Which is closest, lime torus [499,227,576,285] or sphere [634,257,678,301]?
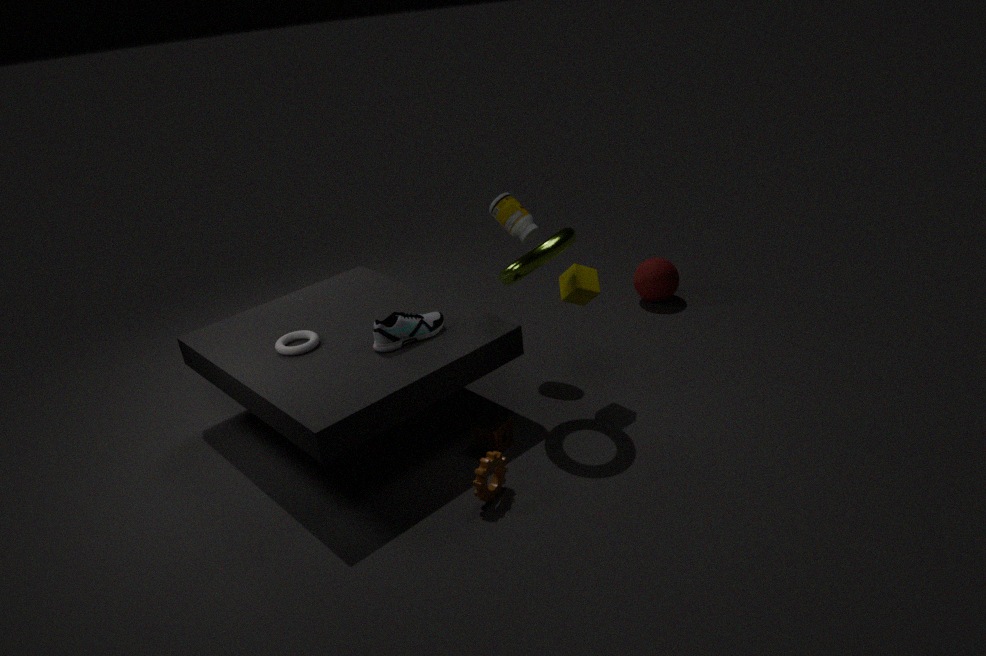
lime torus [499,227,576,285]
